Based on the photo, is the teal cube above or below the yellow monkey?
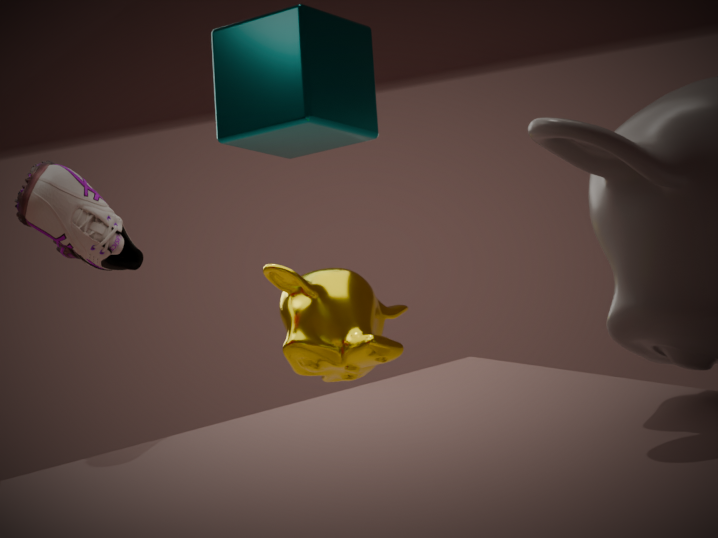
above
